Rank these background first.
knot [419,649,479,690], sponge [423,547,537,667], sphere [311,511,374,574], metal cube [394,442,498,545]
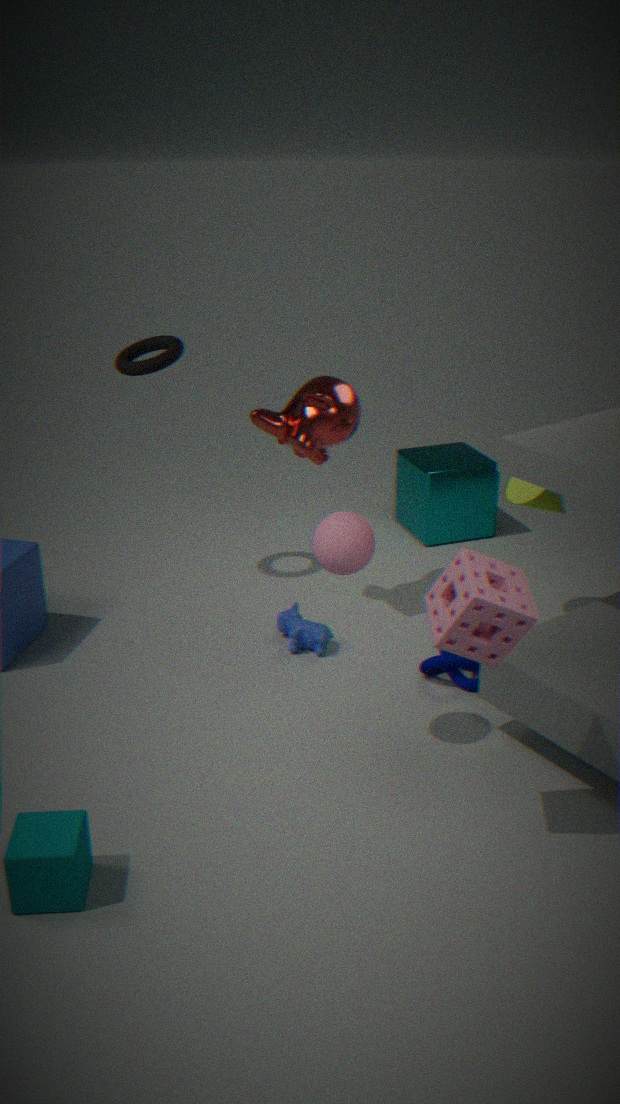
metal cube [394,442,498,545] < knot [419,649,479,690] < sphere [311,511,374,574] < sponge [423,547,537,667]
